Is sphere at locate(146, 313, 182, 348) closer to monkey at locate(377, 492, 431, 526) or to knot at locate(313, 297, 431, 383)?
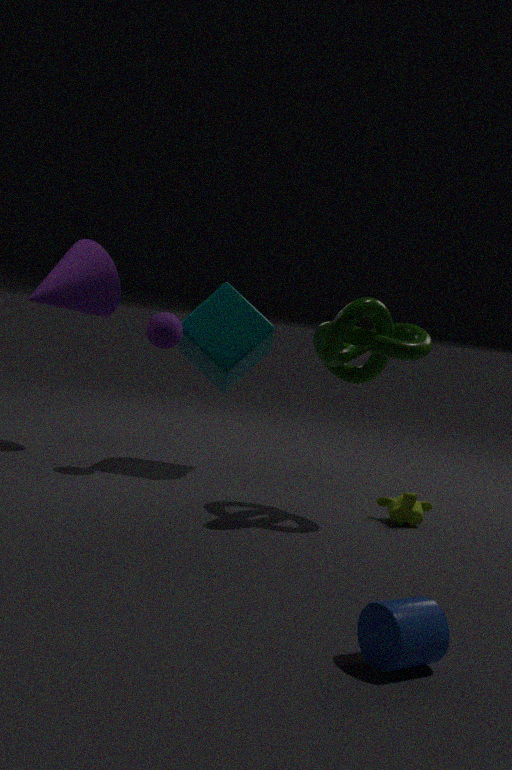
knot at locate(313, 297, 431, 383)
